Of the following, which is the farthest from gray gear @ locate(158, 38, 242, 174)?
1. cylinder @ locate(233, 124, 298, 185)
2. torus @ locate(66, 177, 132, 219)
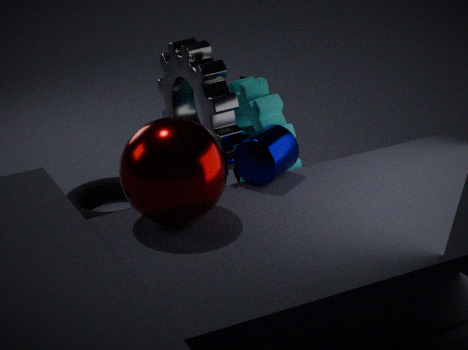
torus @ locate(66, 177, 132, 219)
